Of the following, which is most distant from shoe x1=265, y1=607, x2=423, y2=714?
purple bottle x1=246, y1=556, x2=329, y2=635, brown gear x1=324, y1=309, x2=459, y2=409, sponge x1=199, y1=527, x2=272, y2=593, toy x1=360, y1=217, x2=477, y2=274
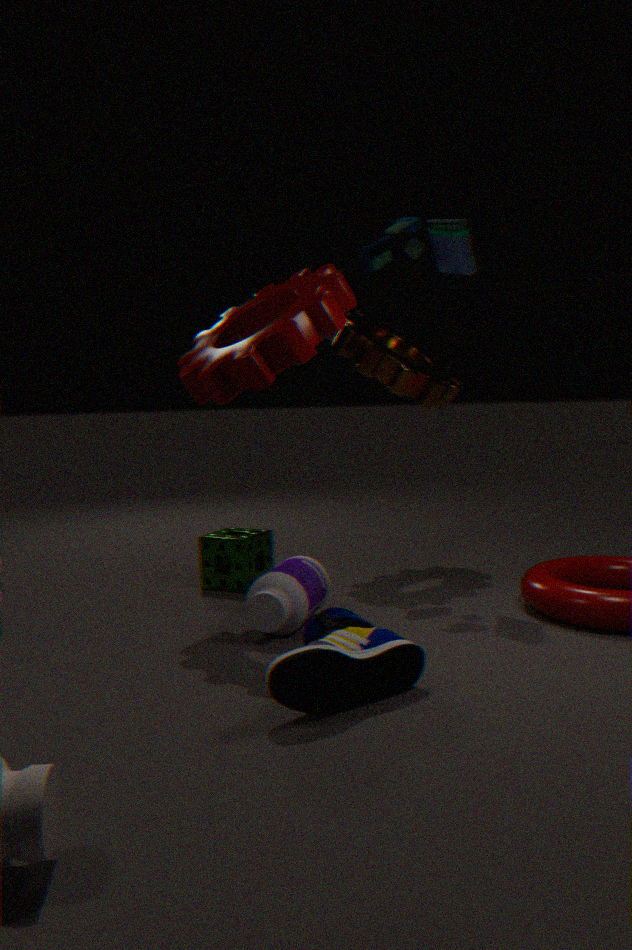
toy x1=360, y1=217, x2=477, y2=274
